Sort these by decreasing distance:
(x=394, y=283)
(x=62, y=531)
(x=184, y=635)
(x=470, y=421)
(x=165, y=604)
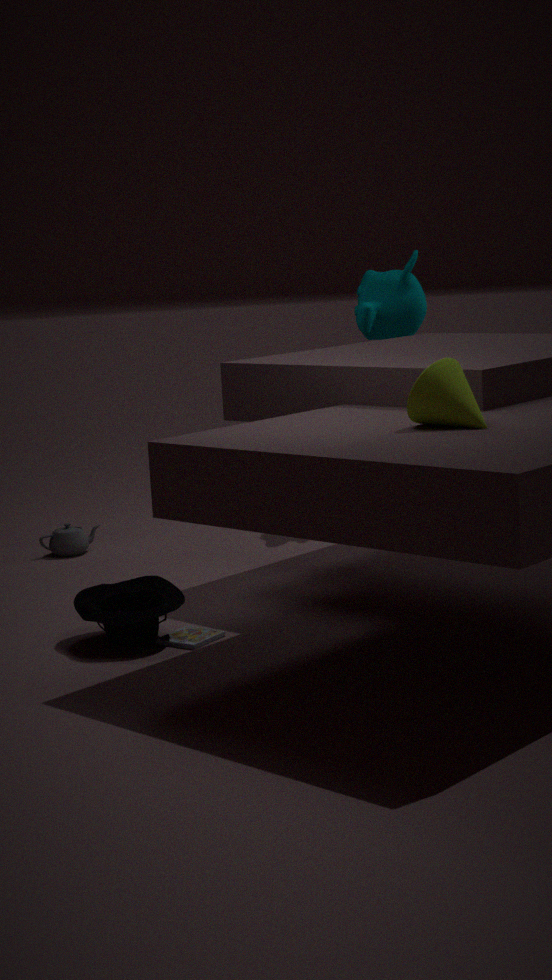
(x=394, y=283), (x=62, y=531), (x=184, y=635), (x=165, y=604), (x=470, y=421)
